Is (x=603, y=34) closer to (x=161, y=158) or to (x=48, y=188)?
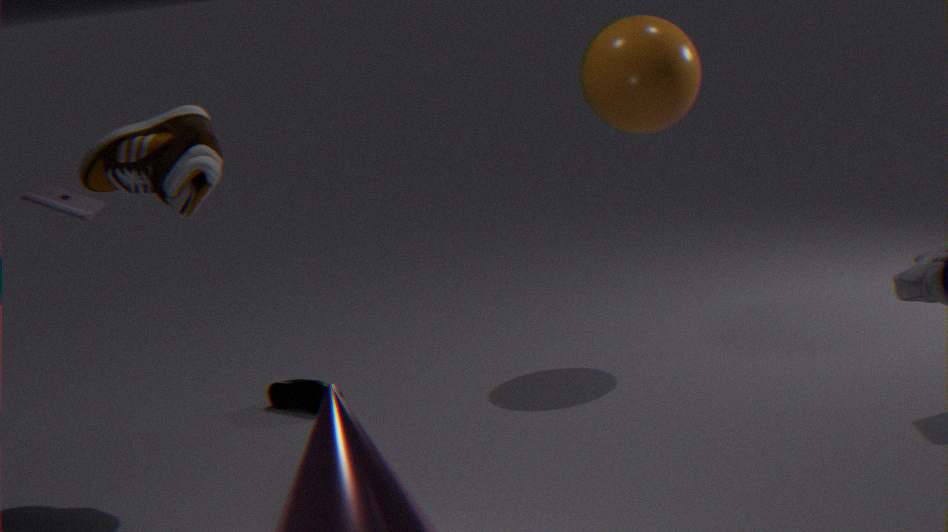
(x=161, y=158)
